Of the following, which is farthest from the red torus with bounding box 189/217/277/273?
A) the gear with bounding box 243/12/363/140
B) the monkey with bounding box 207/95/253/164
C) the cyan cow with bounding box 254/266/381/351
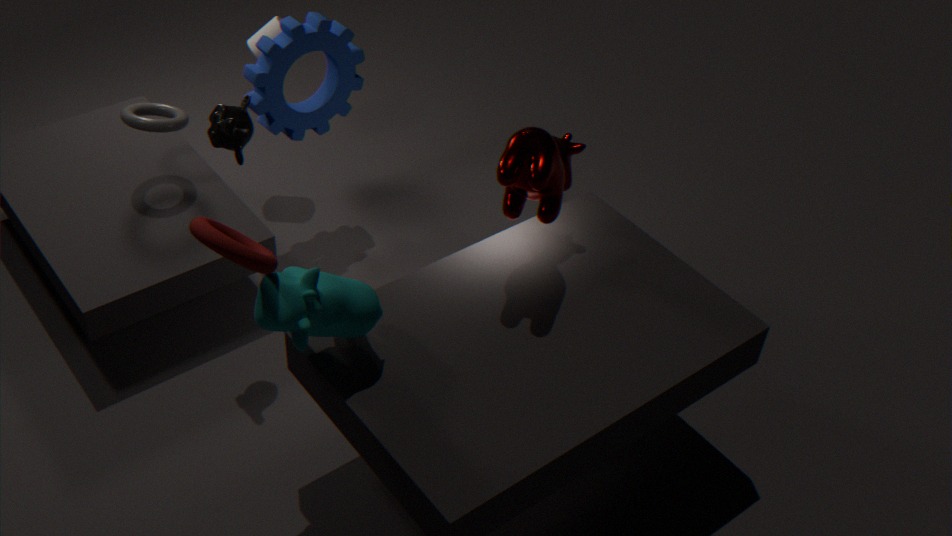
the gear with bounding box 243/12/363/140
